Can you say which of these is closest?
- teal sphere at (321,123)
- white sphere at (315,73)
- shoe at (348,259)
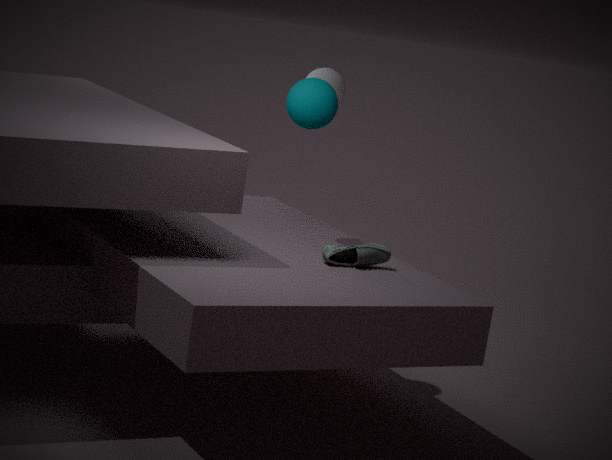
shoe at (348,259)
